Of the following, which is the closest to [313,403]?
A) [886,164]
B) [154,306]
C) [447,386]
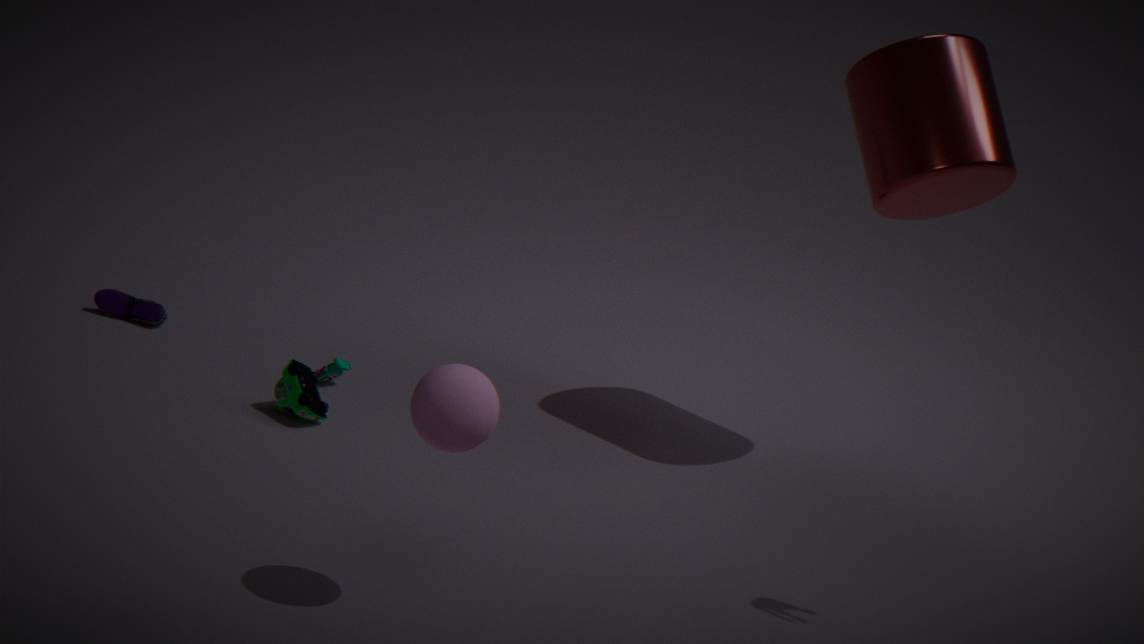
[154,306]
